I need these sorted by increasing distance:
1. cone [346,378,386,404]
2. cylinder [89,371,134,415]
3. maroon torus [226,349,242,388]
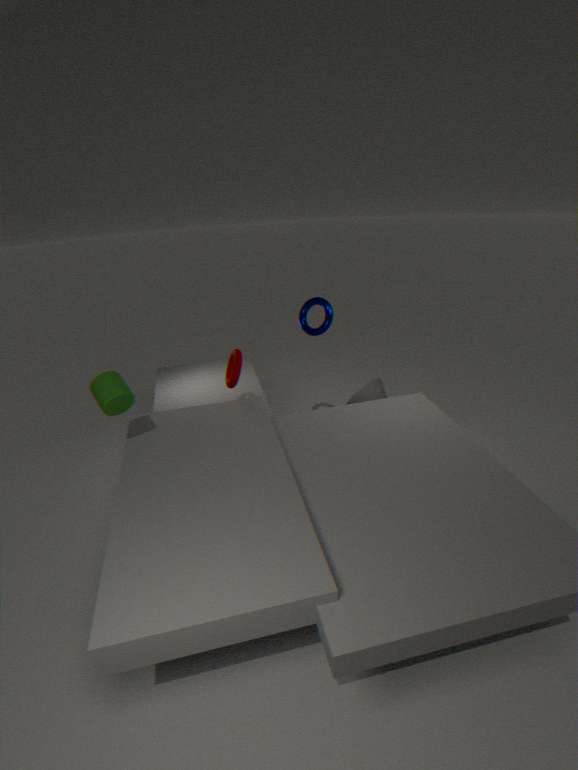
cylinder [89,371,134,415] < maroon torus [226,349,242,388] < cone [346,378,386,404]
